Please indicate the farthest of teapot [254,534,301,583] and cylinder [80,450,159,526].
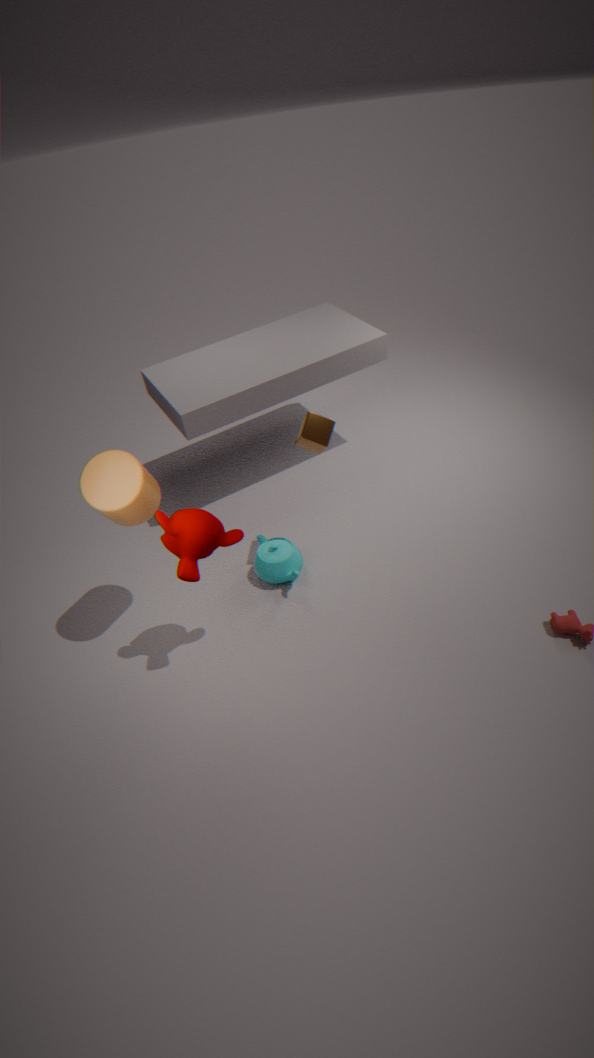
teapot [254,534,301,583]
